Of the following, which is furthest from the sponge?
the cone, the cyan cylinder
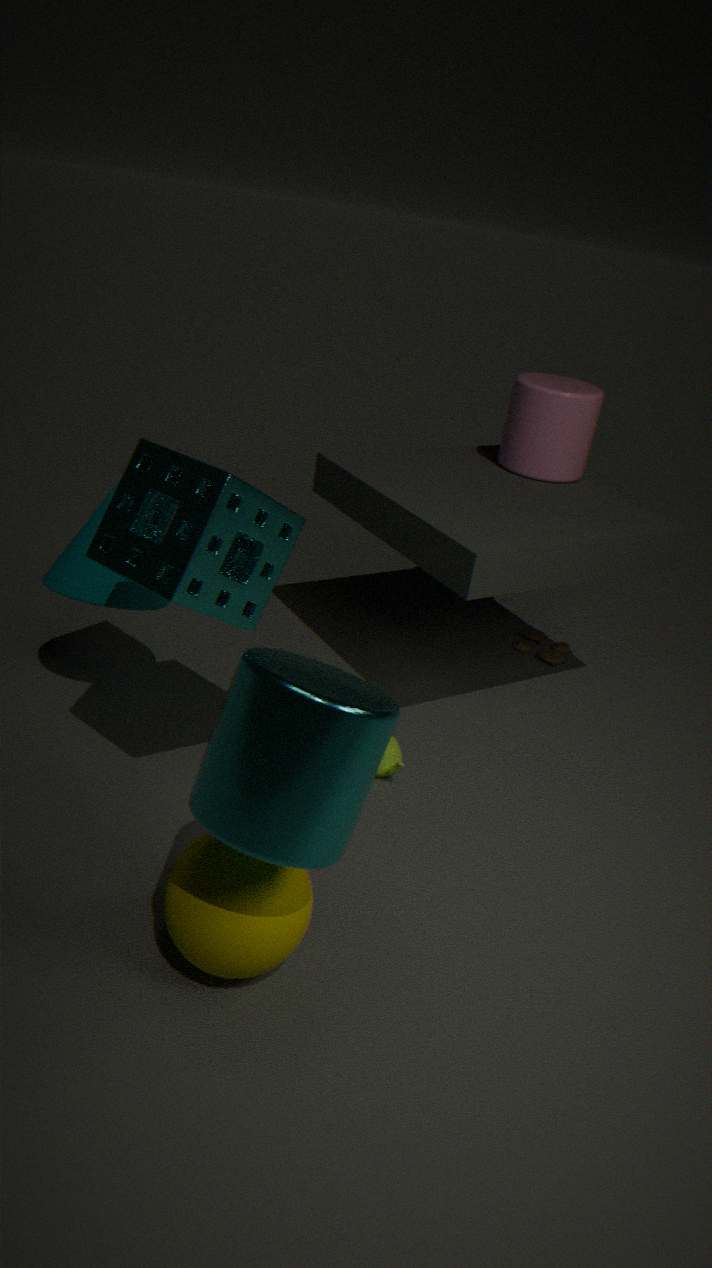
the cyan cylinder
